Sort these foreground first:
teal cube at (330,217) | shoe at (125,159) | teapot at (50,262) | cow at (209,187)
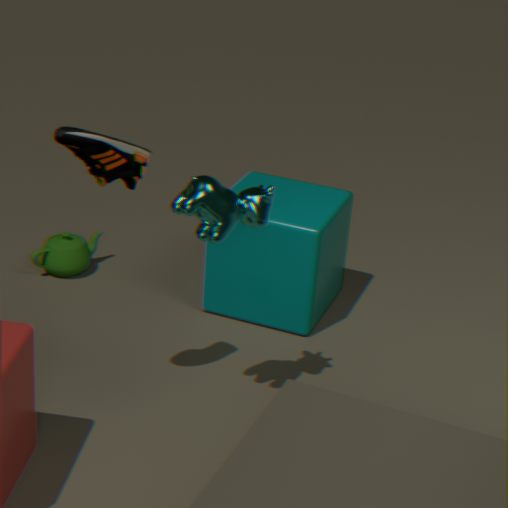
shoe at (125,159)
cow at (209,187)
teal cube at (330,217)
teapot at (50,262)
